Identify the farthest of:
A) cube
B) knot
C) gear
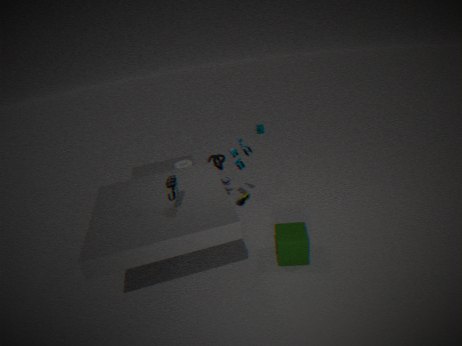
gear
